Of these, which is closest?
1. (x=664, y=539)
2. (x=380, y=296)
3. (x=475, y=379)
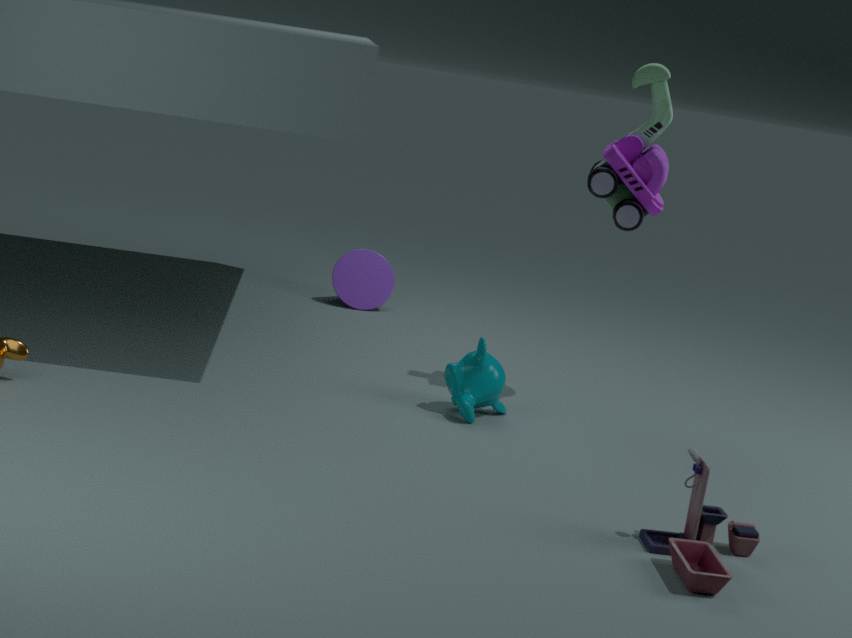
(x=664, y=539)
